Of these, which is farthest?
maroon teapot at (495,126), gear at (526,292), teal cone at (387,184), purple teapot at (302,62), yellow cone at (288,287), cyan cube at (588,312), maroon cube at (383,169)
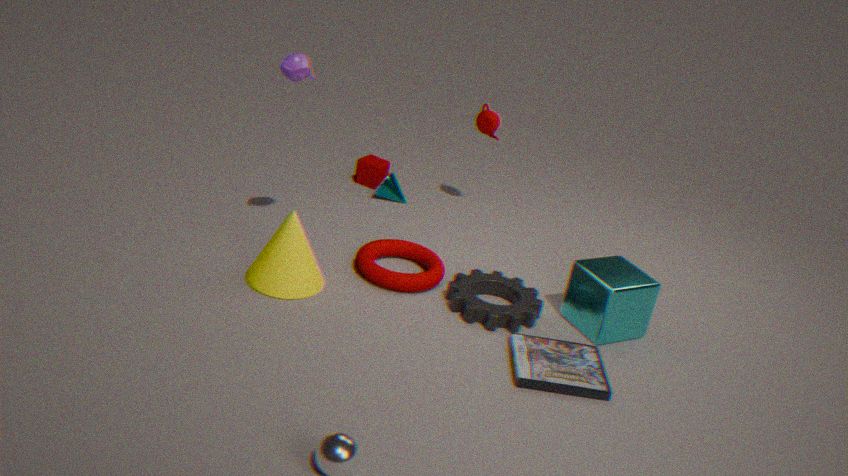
maroon cube at (383,169)
